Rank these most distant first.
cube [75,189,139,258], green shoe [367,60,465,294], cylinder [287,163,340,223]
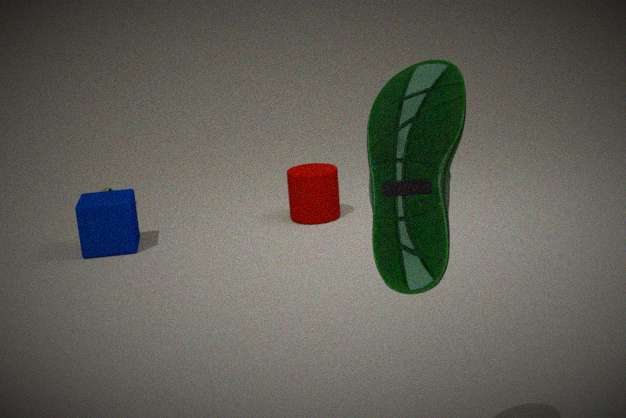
cylinder [287,163,340,223]
cube [75,189,139,258]
green shoe [367,60,465,294]
